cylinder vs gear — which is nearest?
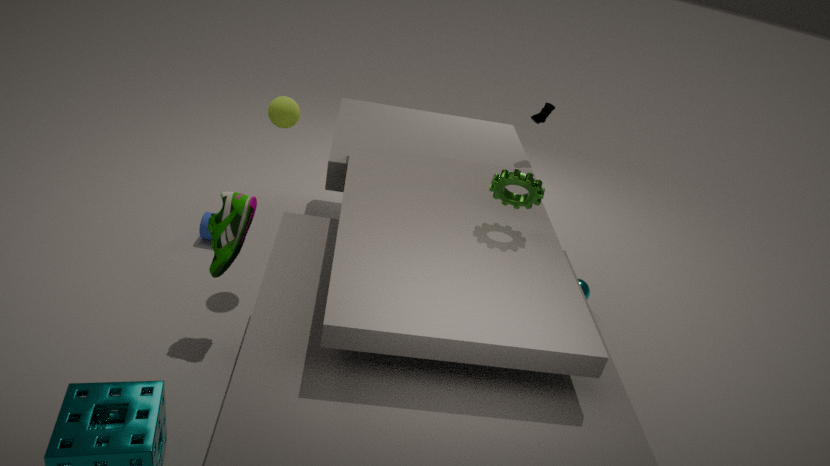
gear
